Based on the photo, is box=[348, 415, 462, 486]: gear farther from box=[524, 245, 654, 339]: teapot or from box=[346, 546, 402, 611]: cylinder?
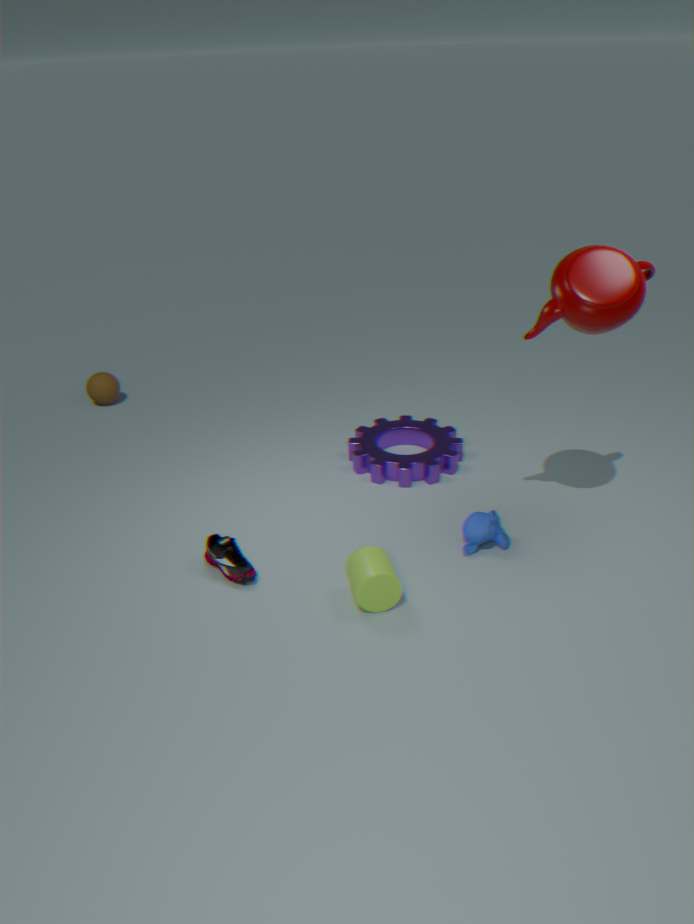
box=[524, 245, 654, 339]: teapot
